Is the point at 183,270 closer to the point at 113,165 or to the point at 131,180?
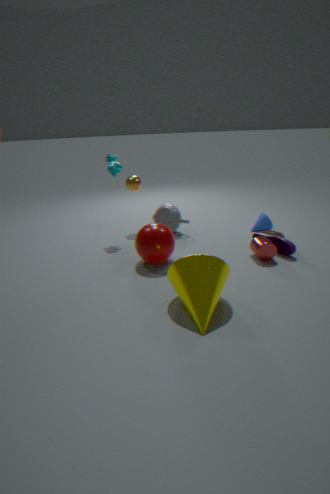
the point at 113,165
